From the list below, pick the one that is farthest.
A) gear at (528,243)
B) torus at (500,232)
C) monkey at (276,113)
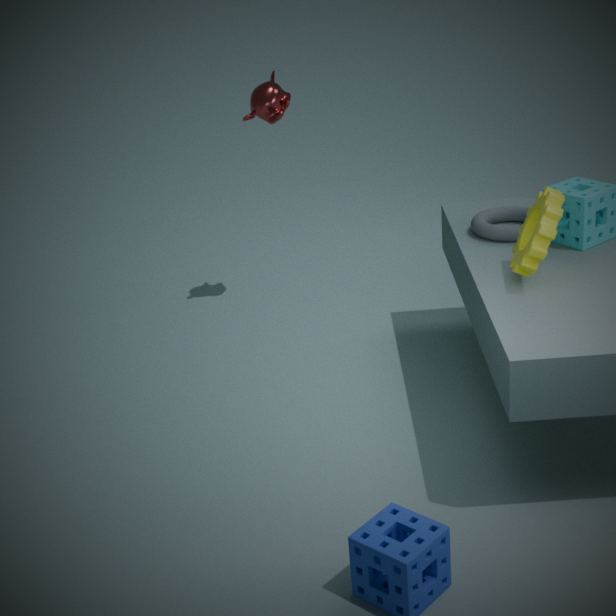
monkey at (276,113)
